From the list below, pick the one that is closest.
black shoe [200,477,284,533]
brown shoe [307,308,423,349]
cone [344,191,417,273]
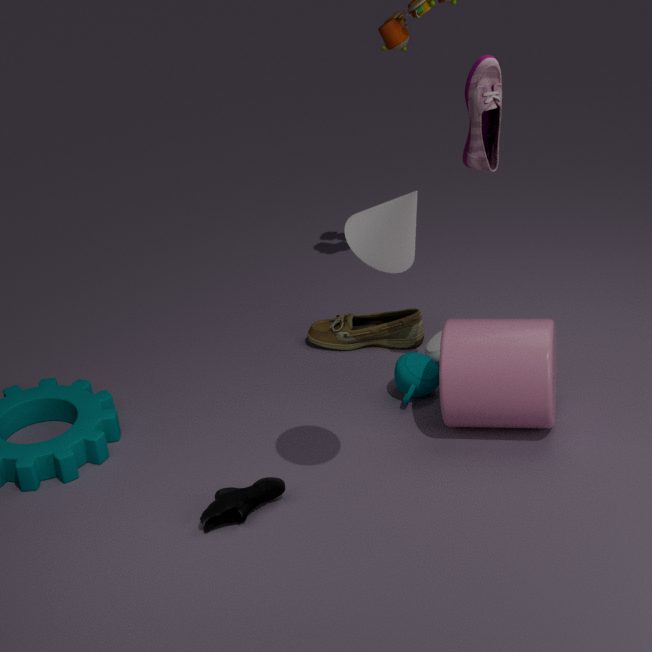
cone [344,191,417,273]
